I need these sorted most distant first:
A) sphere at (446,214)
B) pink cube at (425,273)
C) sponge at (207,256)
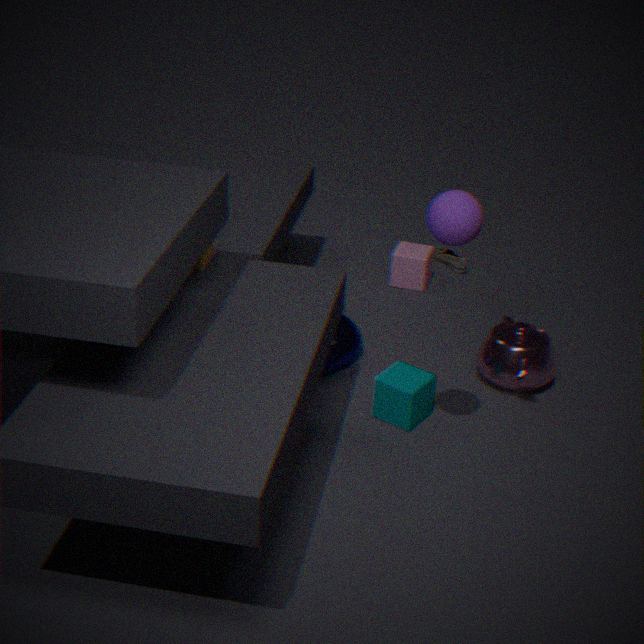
pink cube at (425,273)
sponge at (207,256)
sphere at (446,214)
